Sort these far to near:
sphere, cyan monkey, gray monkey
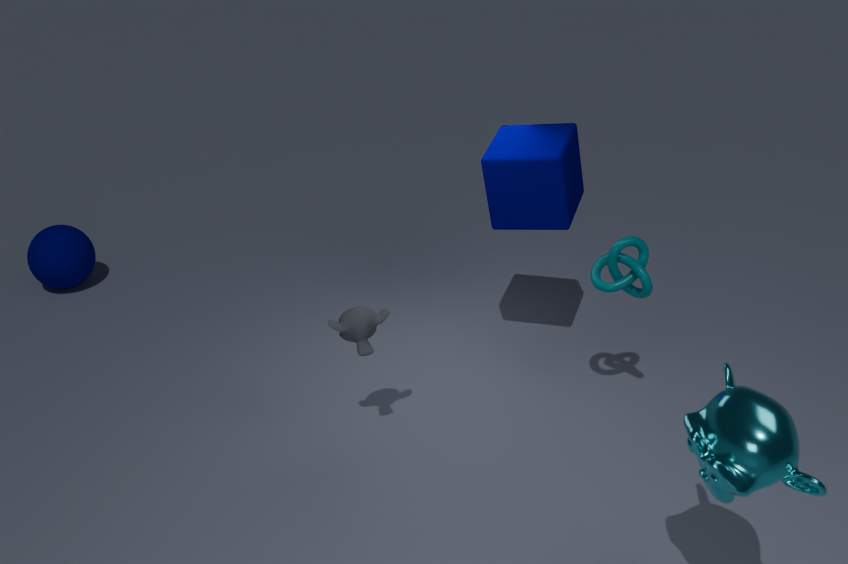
sphere → gray monkey → cyan monkey
